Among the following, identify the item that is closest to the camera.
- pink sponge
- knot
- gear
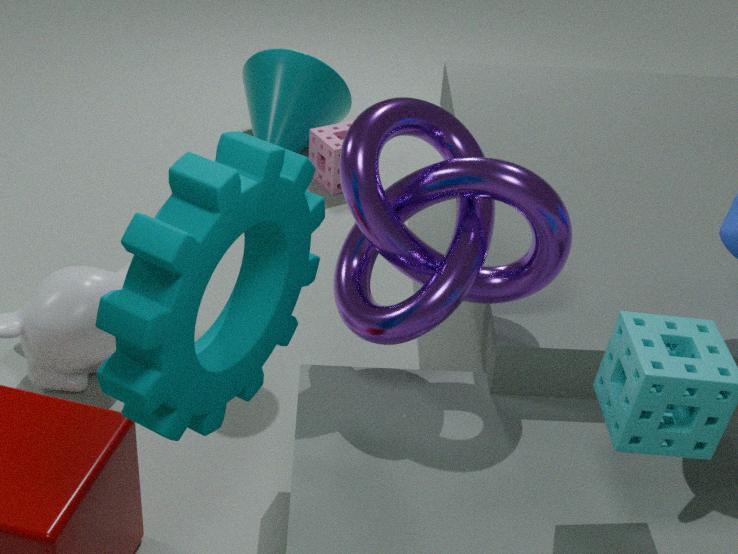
gear
